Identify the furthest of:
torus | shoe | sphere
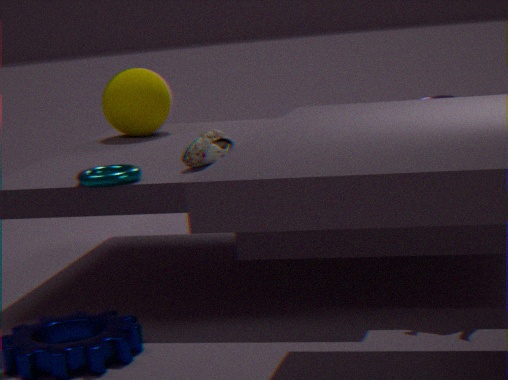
sphere
